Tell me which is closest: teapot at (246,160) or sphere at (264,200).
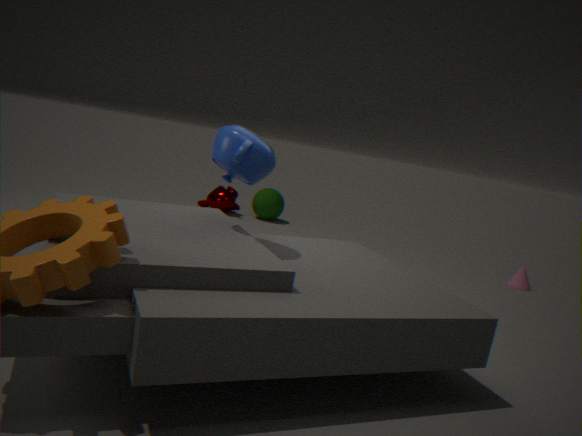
teapot at (246,160)
